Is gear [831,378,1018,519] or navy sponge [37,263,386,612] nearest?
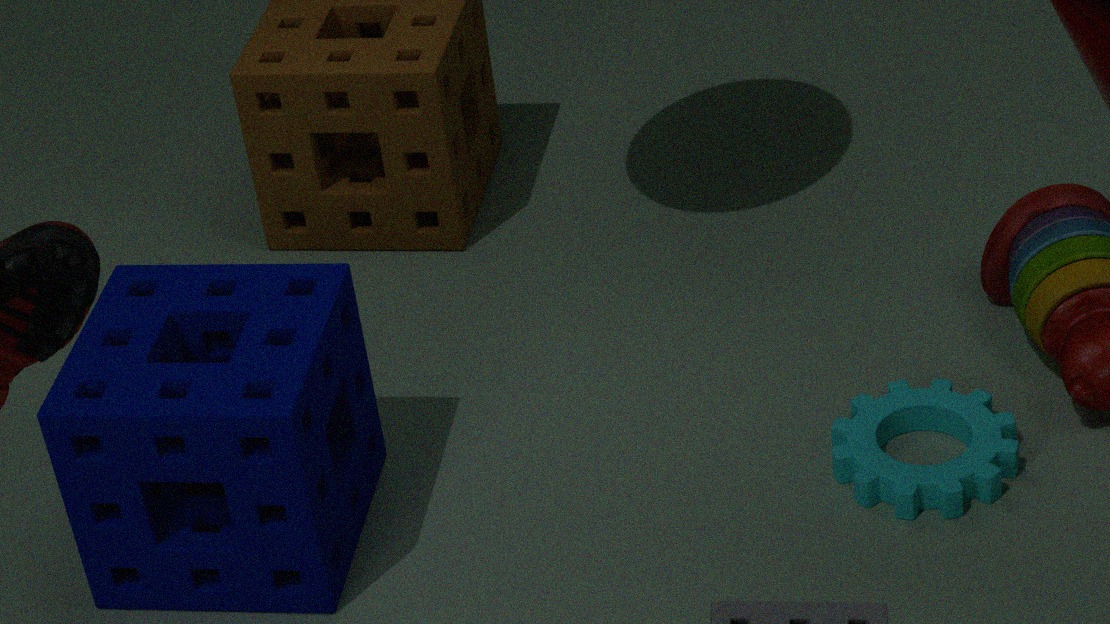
navy sponge [37,263,386,612]
